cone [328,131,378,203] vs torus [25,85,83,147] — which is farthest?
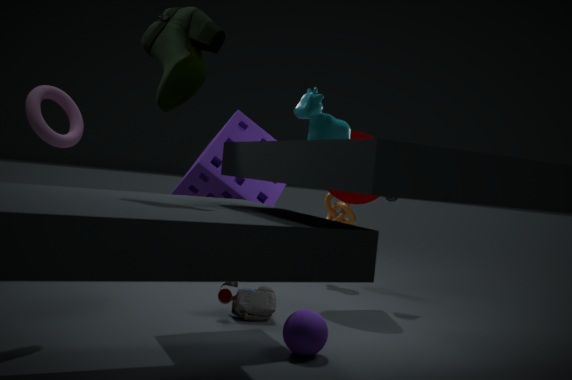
cone [328,131,378,203]
